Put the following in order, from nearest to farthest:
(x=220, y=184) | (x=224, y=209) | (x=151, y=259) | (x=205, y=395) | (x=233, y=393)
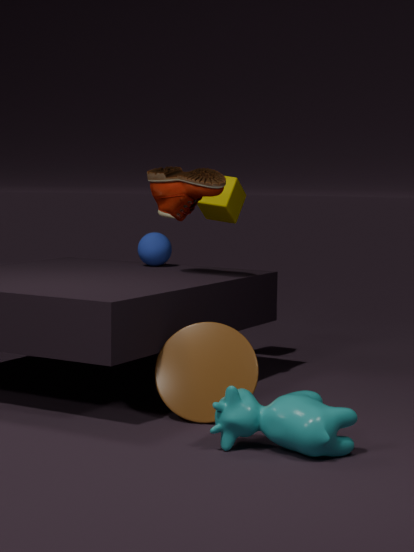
1. (x=233, y=393)
2. (x=205, y=395)
3. (x=220, y=184)
4. (x=224, y=209)
5. (x=151, y=259)
